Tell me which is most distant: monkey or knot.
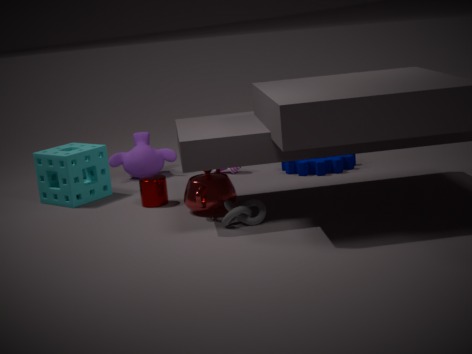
monkey
